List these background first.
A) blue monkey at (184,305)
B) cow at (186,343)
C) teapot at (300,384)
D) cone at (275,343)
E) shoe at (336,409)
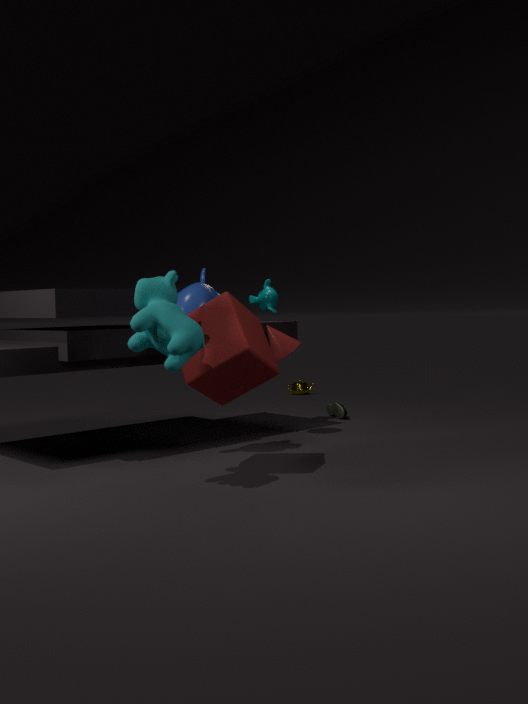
teapot at (300,384), shoe at (336,409), cone at (275,343), blue monkey at (184,305), cow at (186,343)
